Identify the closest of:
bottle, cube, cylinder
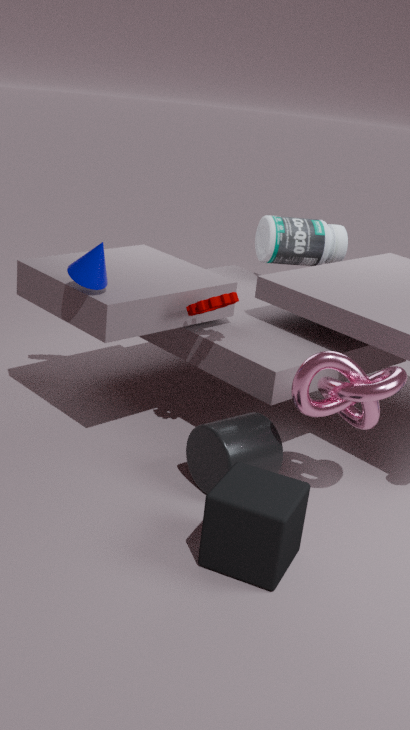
cube
